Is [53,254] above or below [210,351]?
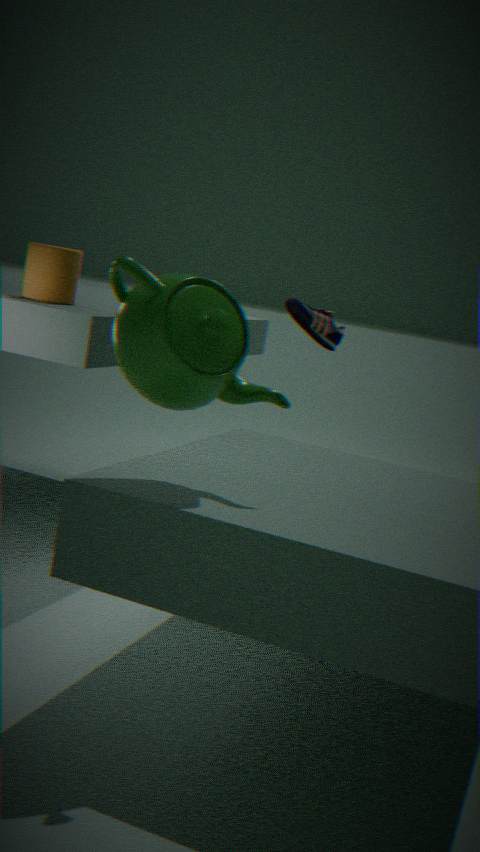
above
